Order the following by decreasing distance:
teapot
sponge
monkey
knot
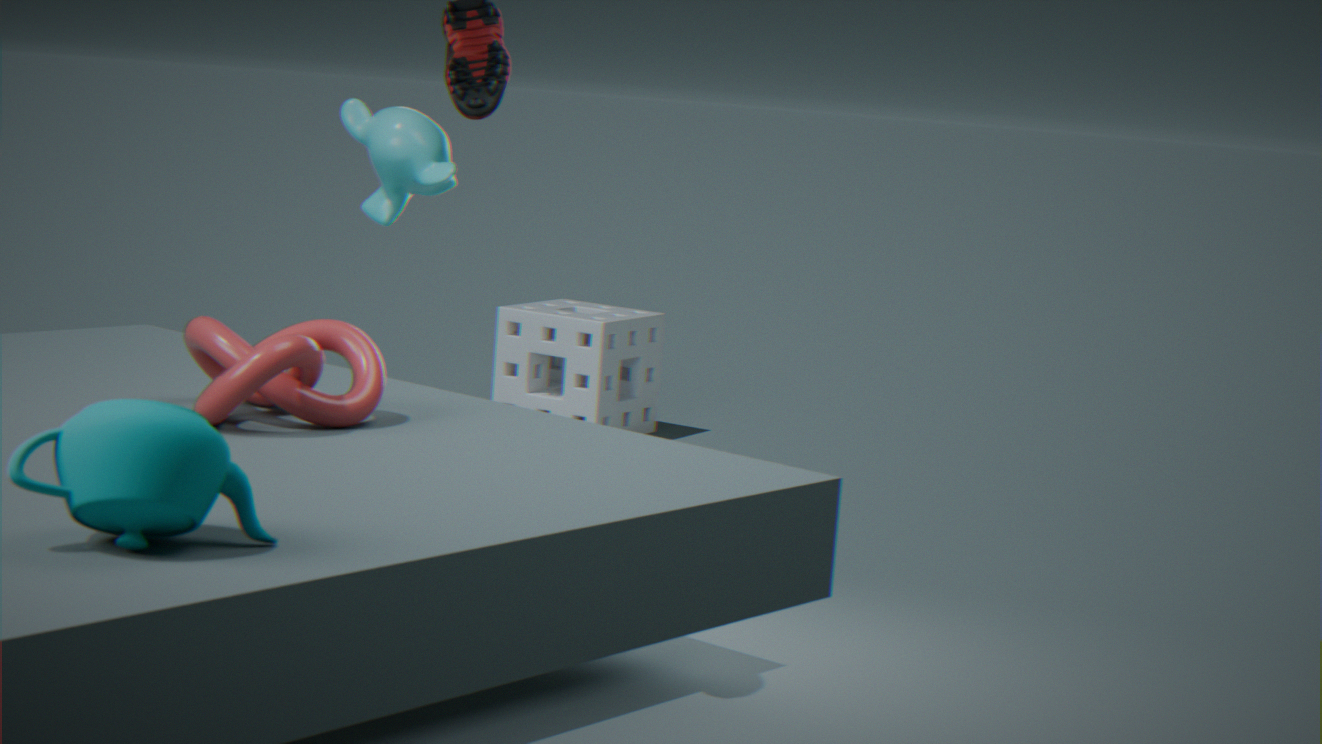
sponge, monkey, knot, teapot
